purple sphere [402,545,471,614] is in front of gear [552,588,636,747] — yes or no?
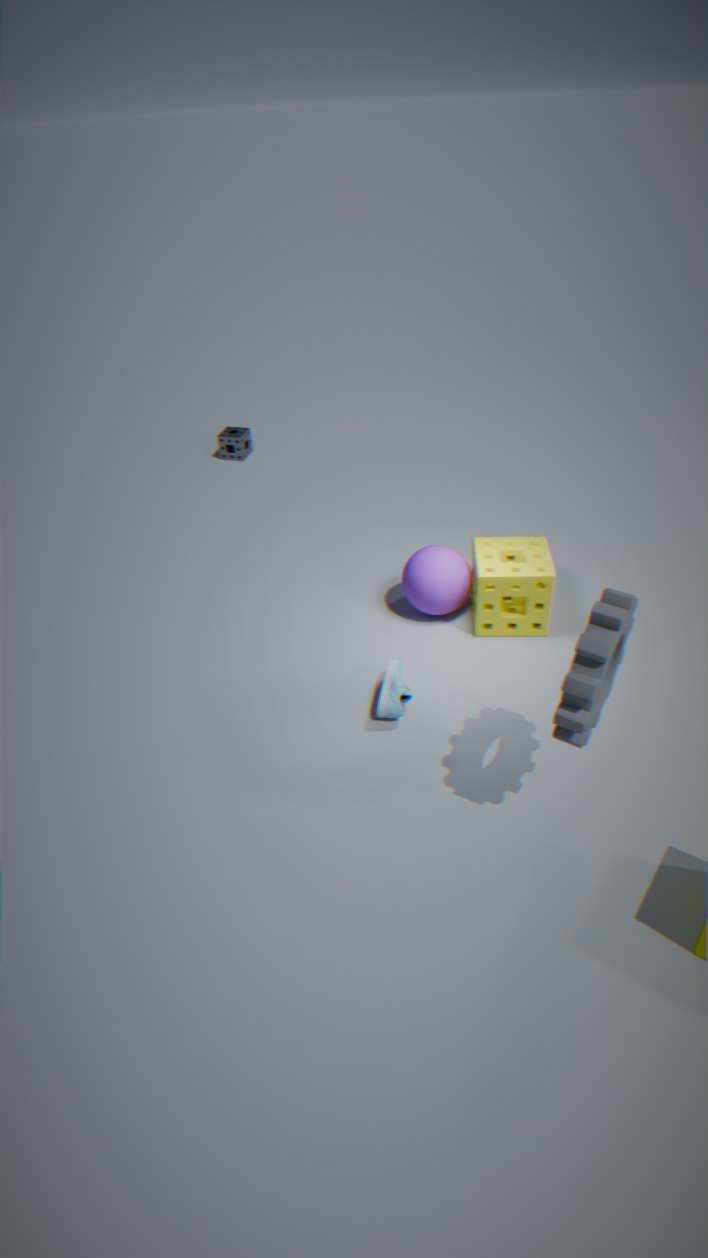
No
